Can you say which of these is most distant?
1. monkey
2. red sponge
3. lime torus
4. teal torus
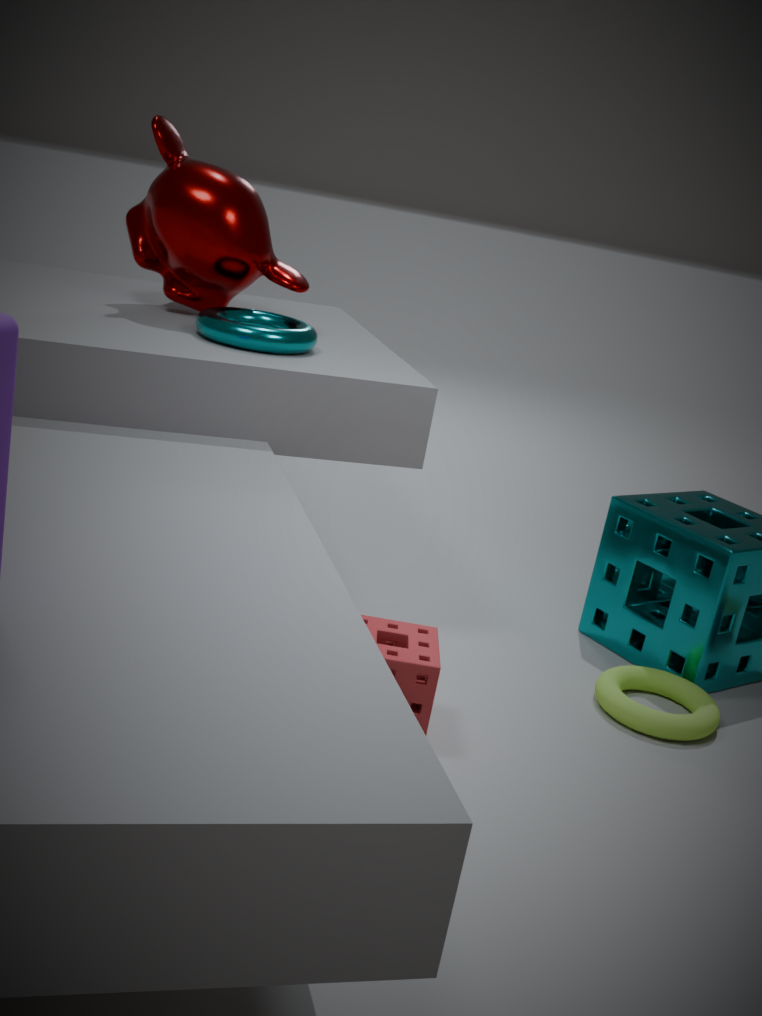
monkey
